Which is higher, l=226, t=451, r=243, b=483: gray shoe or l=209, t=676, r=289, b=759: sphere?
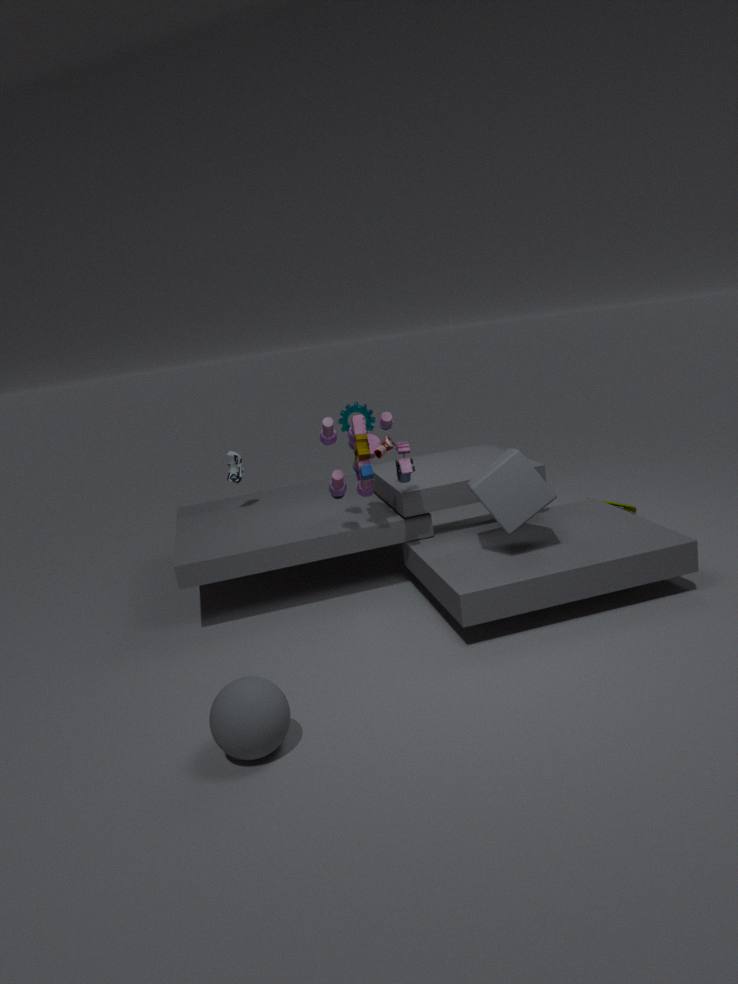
l=226, t=451, r=243, b=483: gray shoe
